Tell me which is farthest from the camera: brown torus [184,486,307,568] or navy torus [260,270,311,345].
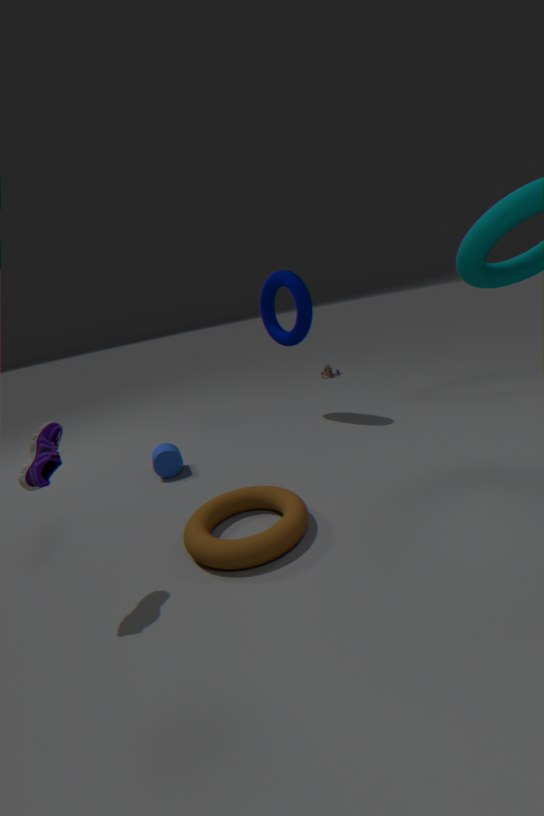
navy torus [260,270,311,345]
